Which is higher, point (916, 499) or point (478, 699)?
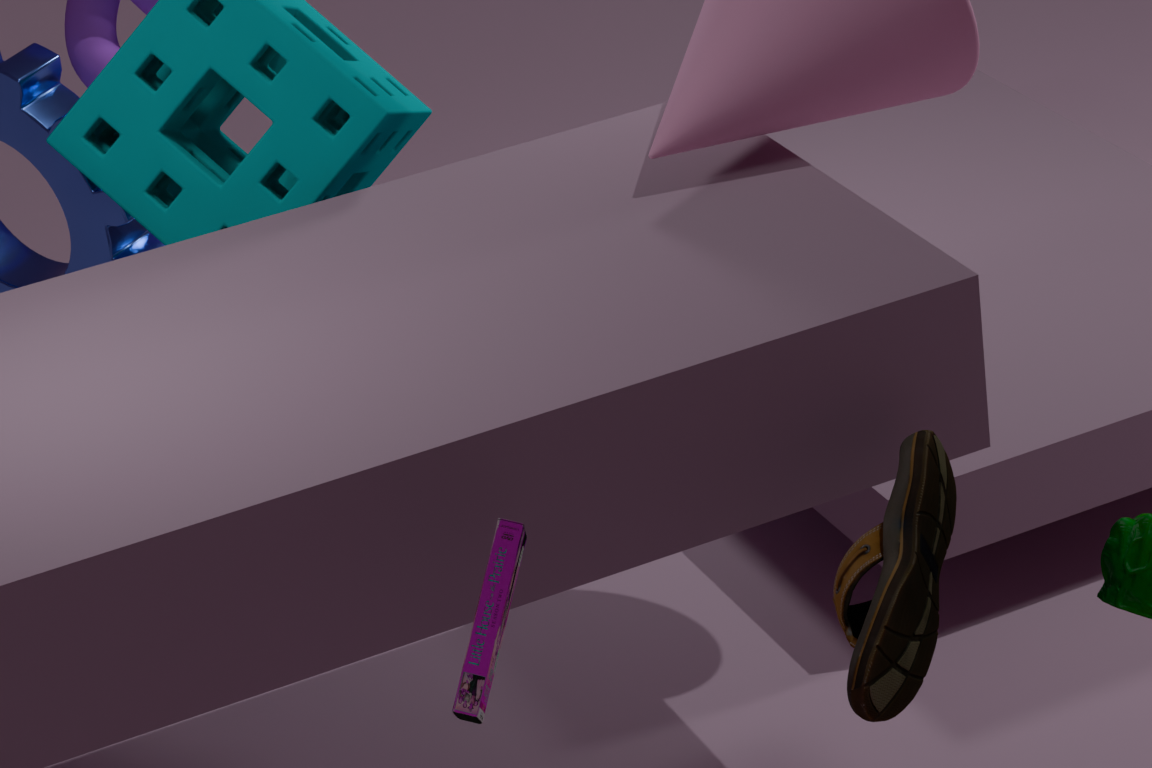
point (478, 699)
